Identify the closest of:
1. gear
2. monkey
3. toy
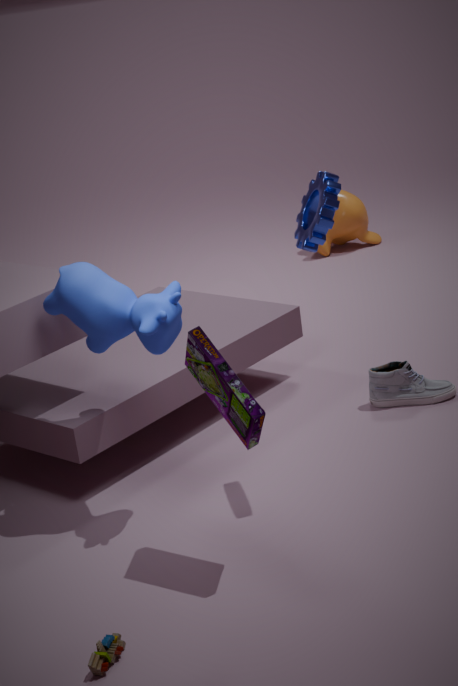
toy
